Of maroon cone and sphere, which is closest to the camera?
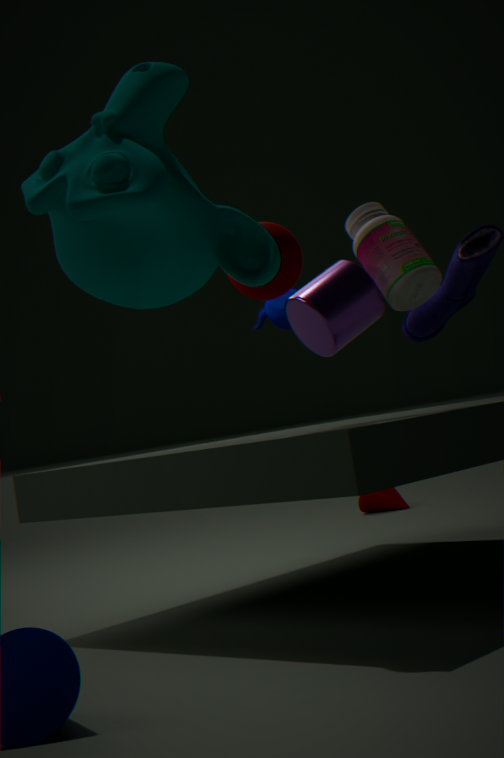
sphere
